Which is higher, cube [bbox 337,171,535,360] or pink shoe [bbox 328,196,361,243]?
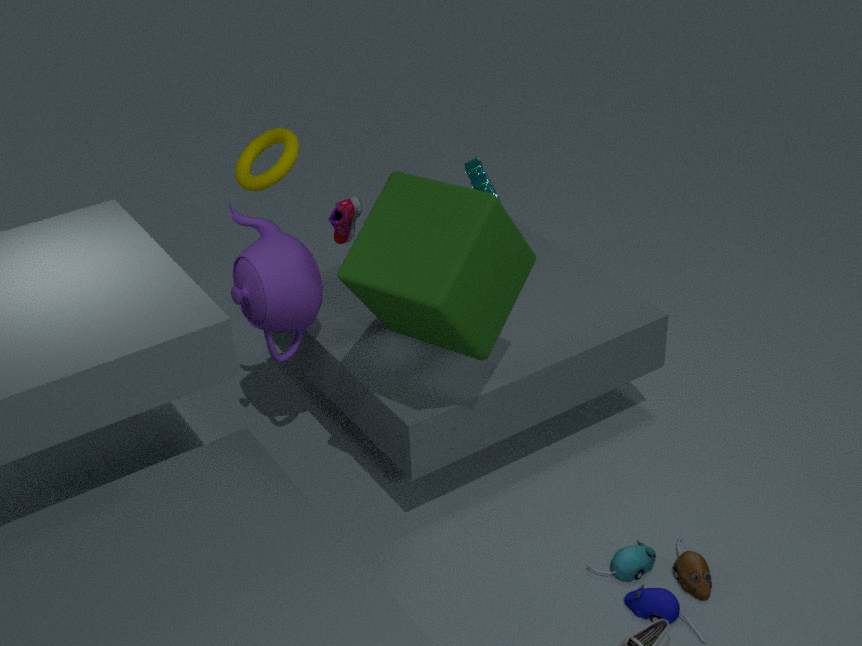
cube [bbox 337,171,535,360]
